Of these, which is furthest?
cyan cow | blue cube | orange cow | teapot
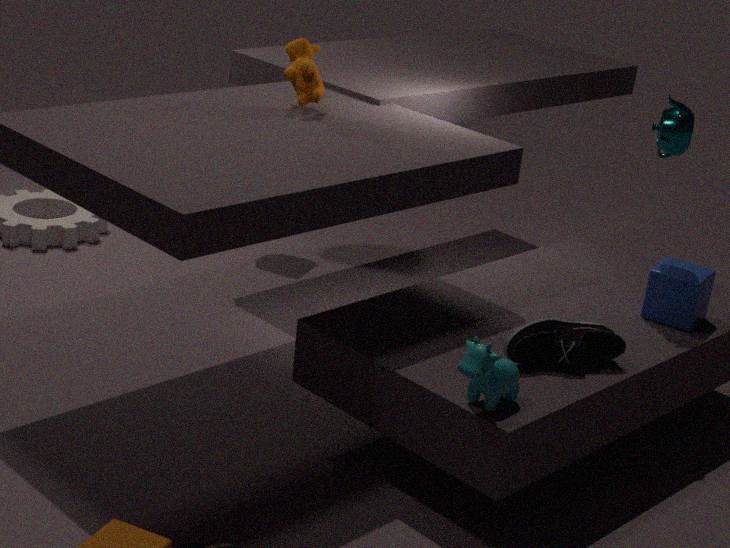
orange cow
